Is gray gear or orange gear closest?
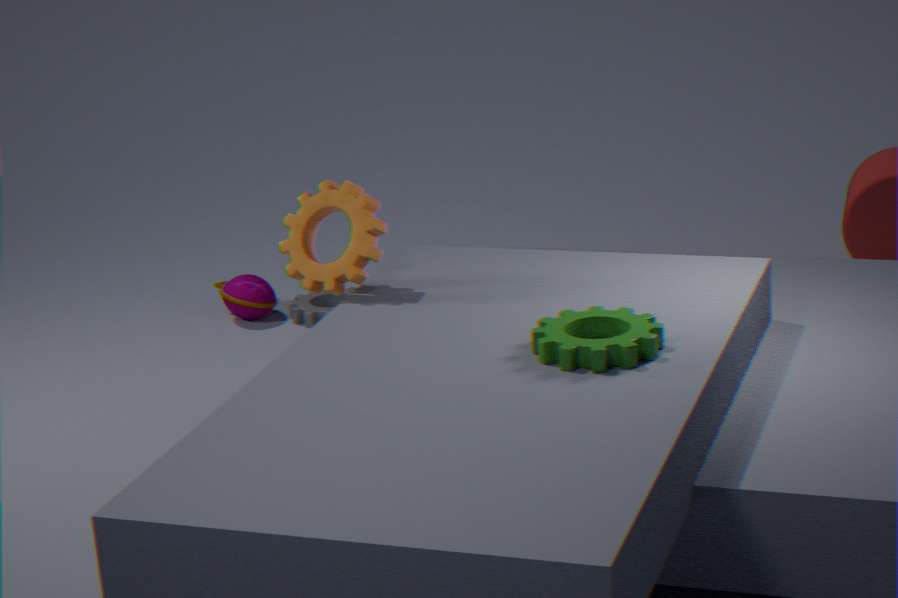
orange gear
